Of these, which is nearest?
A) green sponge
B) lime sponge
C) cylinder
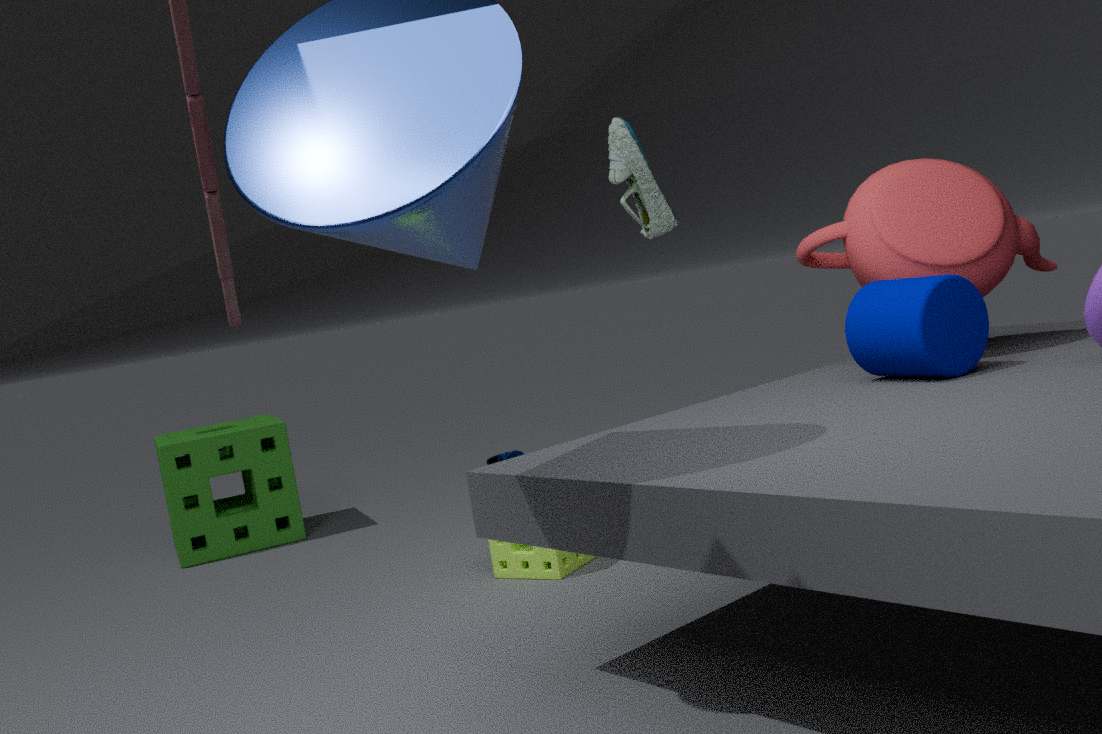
cylinder
